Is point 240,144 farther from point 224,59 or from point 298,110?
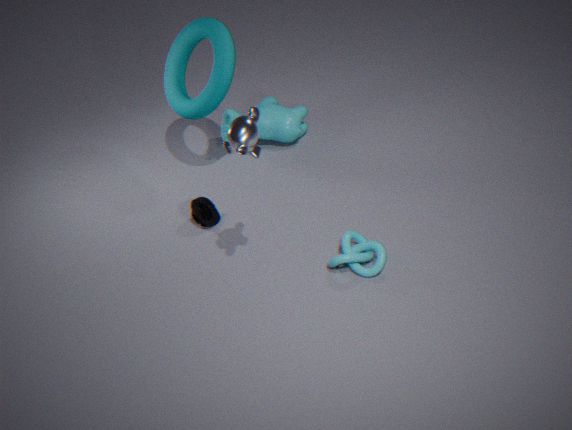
point 298,110
